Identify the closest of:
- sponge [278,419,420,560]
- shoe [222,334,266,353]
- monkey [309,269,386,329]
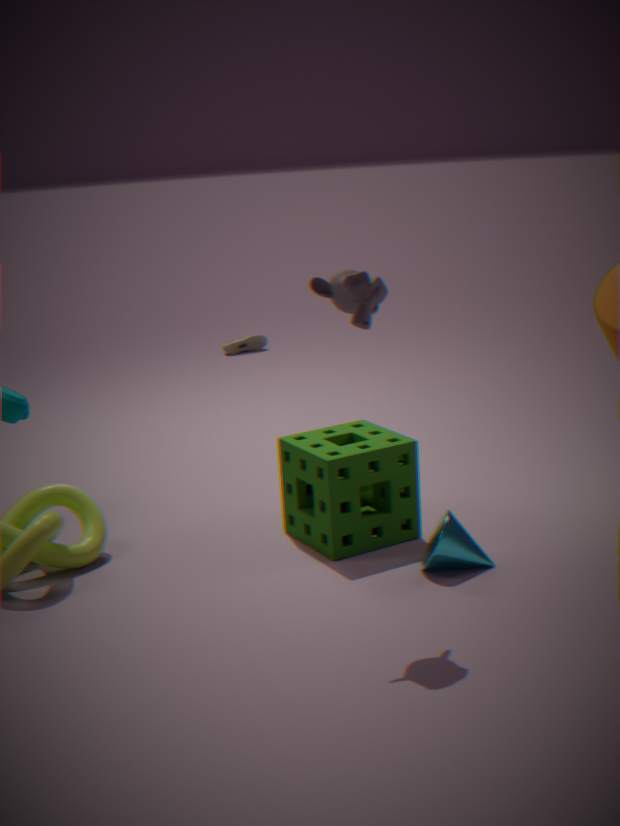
monkey [309,269,386,329]
